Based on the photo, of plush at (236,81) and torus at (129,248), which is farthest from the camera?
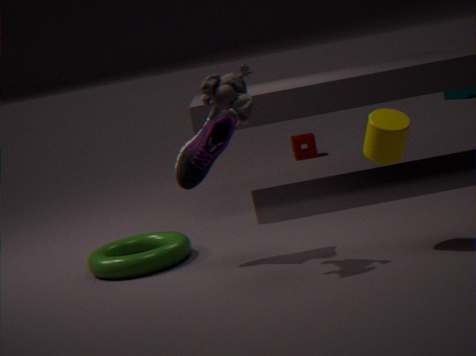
torus at (129,248)
